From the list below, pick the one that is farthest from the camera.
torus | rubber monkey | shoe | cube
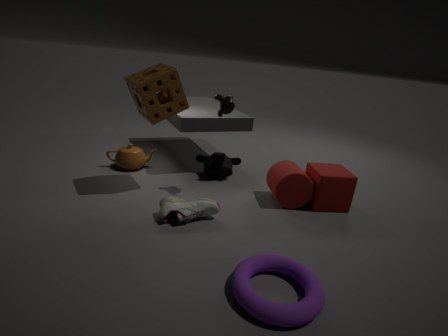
rubber monkey
